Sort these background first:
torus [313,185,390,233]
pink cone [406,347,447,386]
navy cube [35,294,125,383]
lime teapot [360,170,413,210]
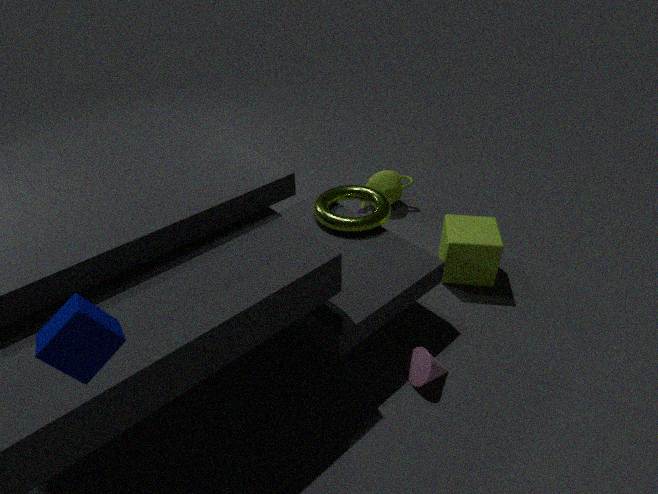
lime teapot [360,170,413,210] → torus [313,185,390,233] → pink cone [406,347,447,386] → navy cube [35,294,125,383]
